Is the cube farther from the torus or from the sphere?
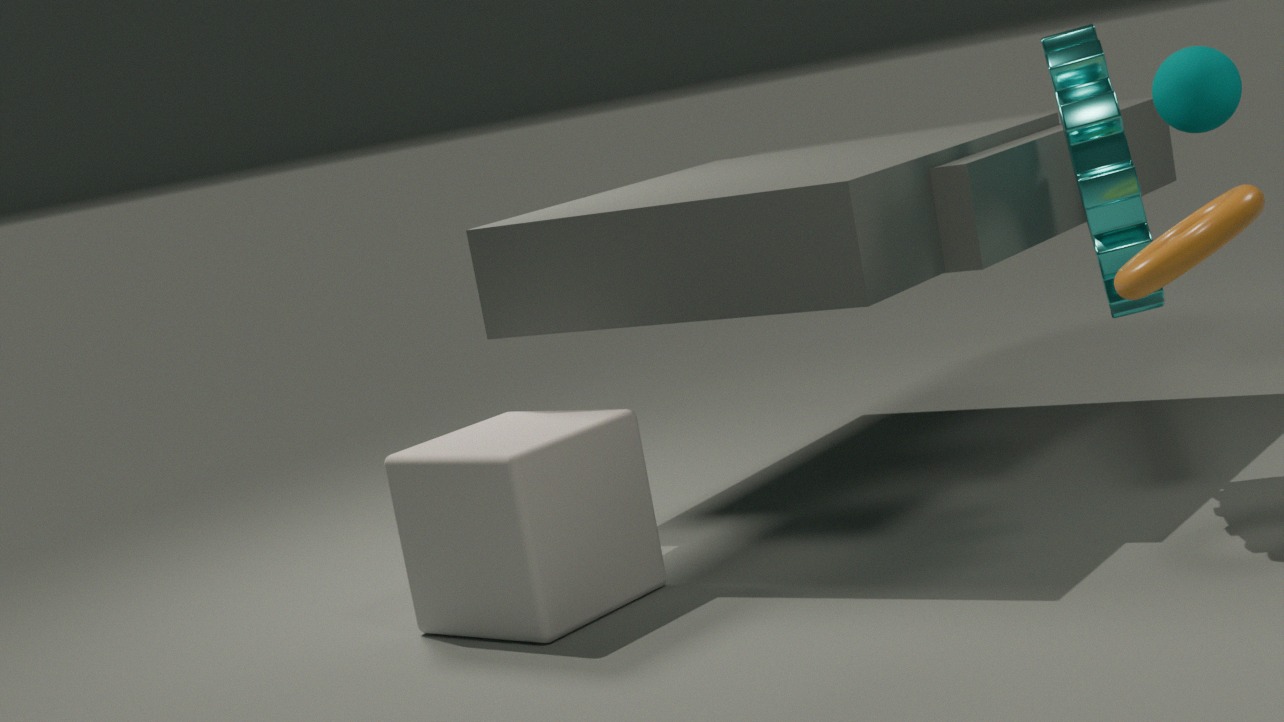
the sphere
